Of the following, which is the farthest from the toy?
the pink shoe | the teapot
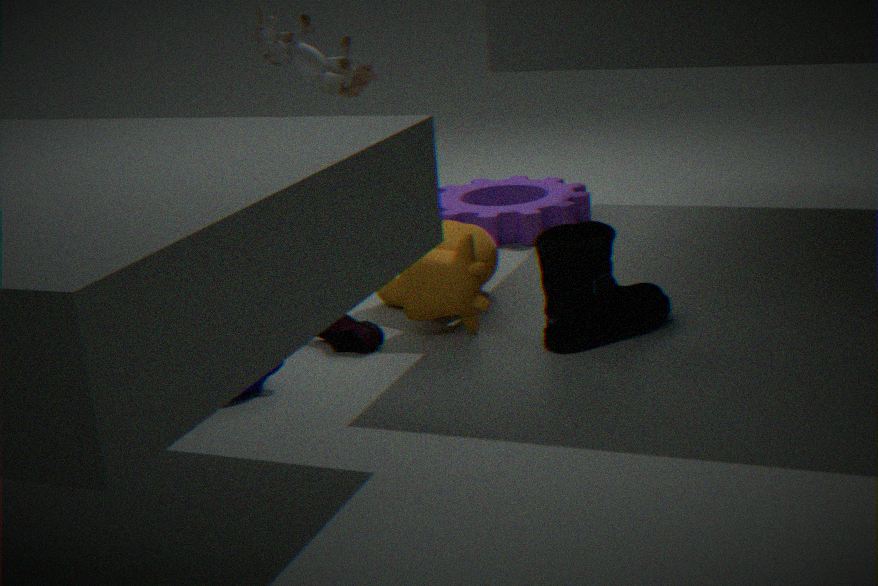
the teapot
